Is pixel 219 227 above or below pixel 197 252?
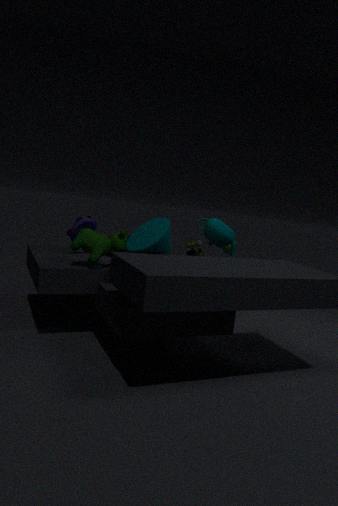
above
